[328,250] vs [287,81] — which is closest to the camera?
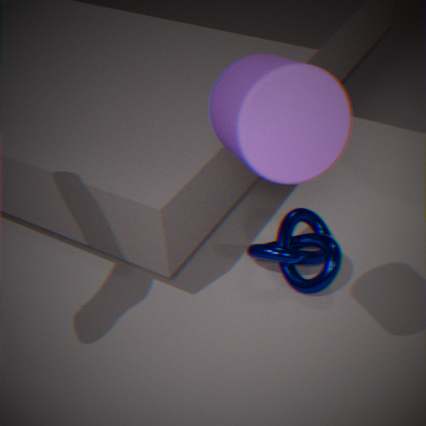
[287,81]
